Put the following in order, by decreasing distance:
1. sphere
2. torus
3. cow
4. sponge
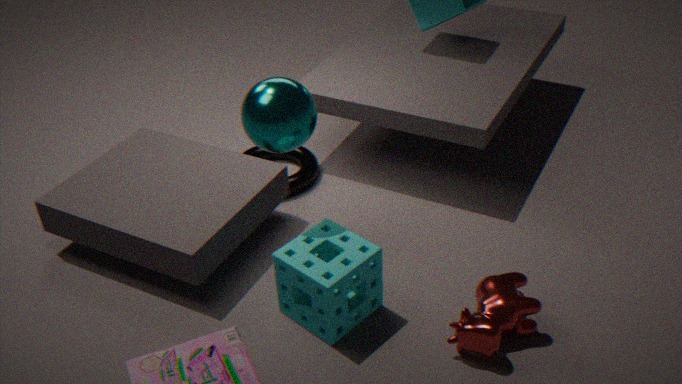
torus < sphere < sponge < cow
